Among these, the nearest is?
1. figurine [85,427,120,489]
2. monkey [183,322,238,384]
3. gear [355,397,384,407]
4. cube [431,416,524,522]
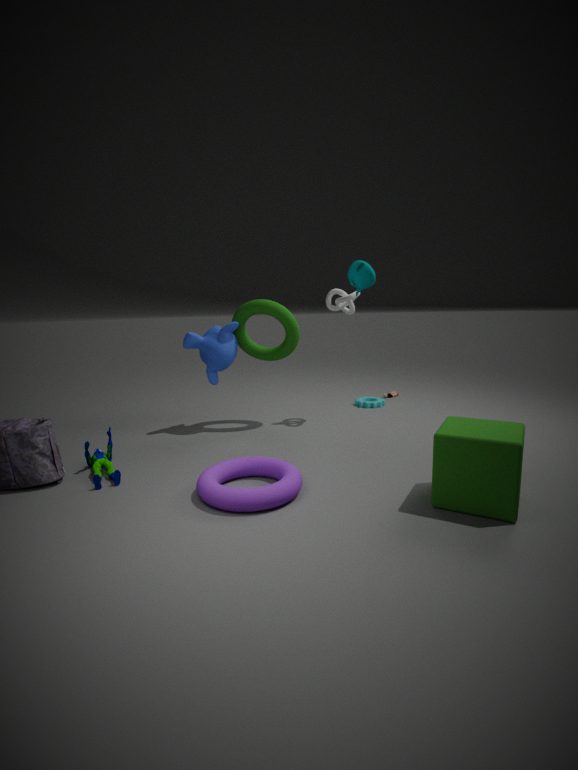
cube [431,416,524,522]
